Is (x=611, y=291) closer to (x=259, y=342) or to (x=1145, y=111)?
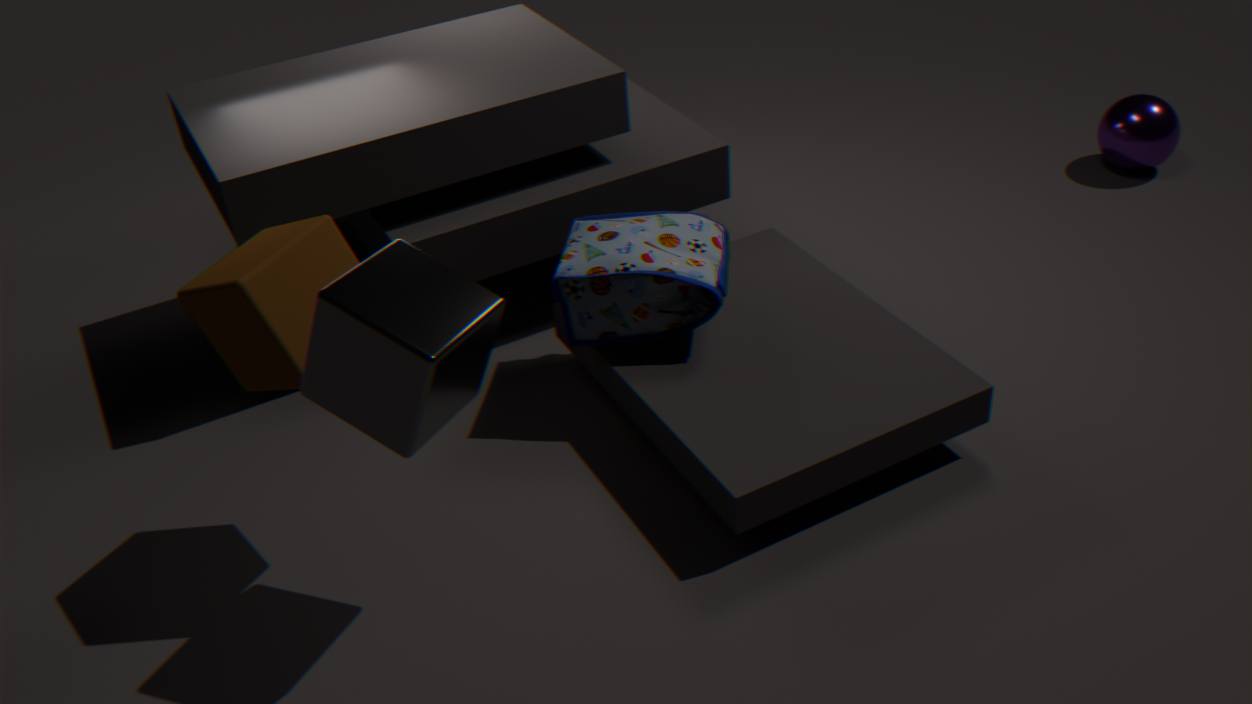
(x=259, y=342)
